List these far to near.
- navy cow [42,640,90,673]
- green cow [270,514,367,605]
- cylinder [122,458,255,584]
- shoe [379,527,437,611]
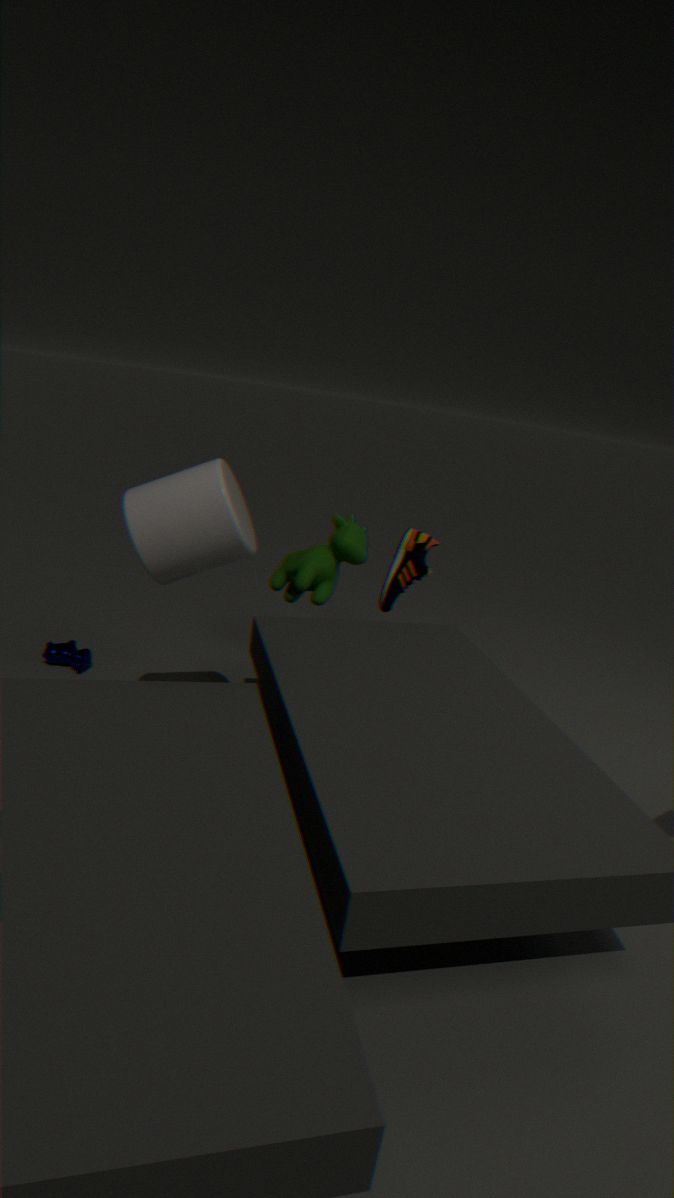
shoe [379,527,437,611]
navy cow [42,640,90,673]
green cow [270,514,367,605]
cylinder [122,458,255,584]
